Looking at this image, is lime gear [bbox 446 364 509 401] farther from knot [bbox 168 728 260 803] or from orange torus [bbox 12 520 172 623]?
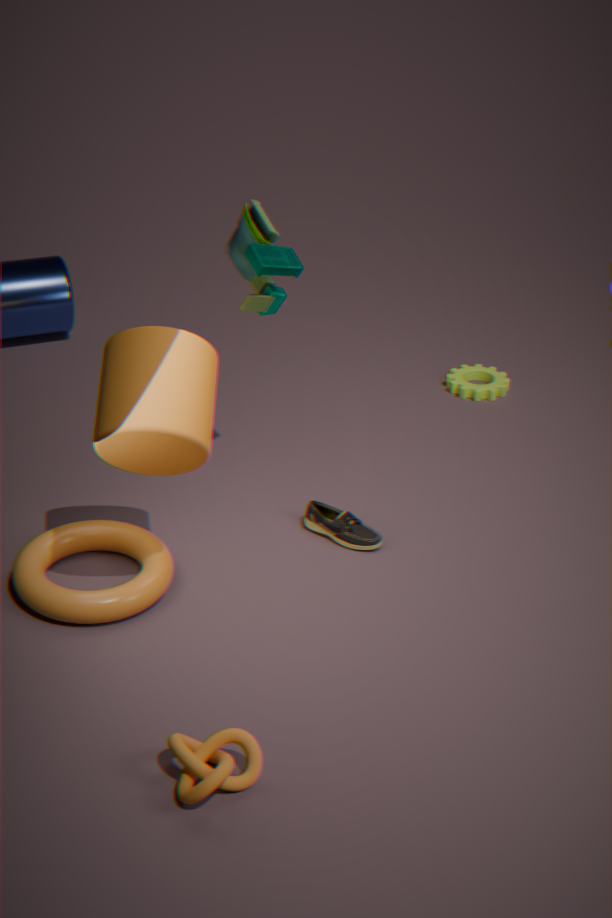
knot [bbox 168 728 260 803]
